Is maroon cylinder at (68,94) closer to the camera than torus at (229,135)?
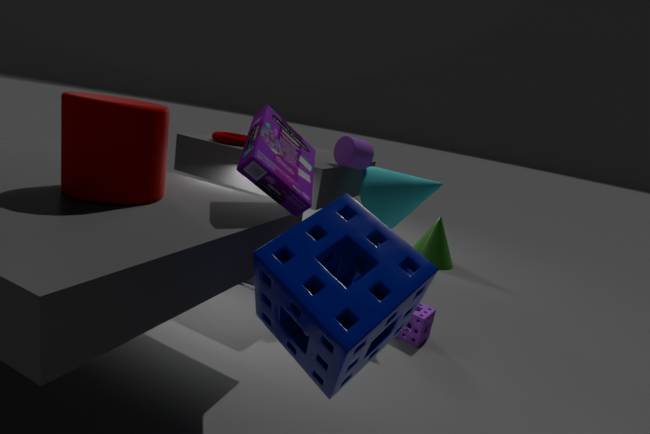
Yes
